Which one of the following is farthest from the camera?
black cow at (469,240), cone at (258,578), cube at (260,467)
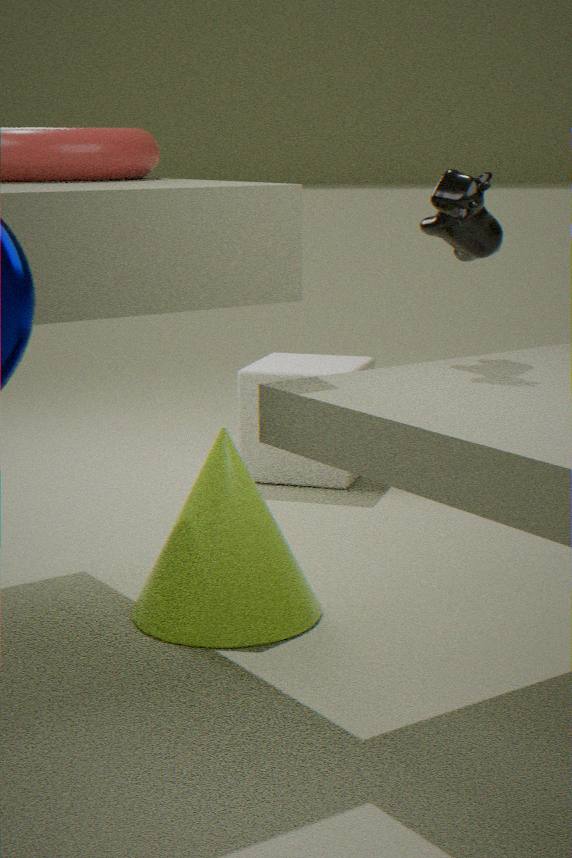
cube at (260,467)
